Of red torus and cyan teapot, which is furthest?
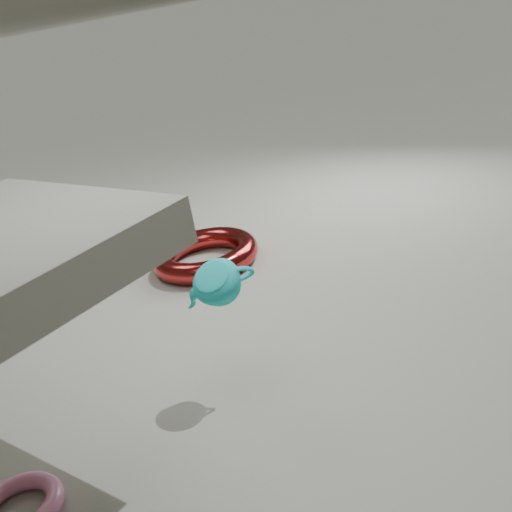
red torus
